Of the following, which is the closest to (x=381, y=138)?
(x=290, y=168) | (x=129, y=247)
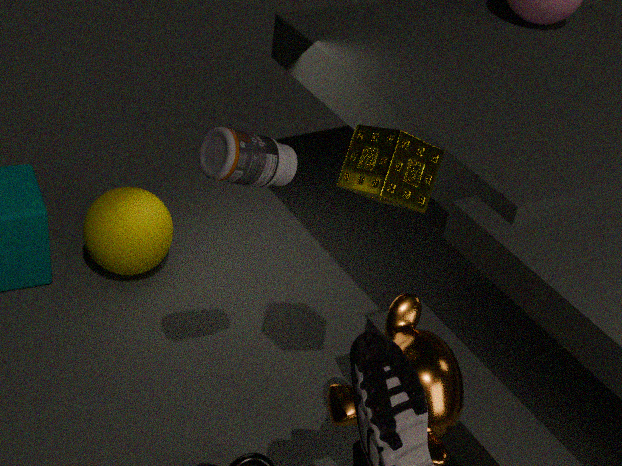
(x=290, y=168)
